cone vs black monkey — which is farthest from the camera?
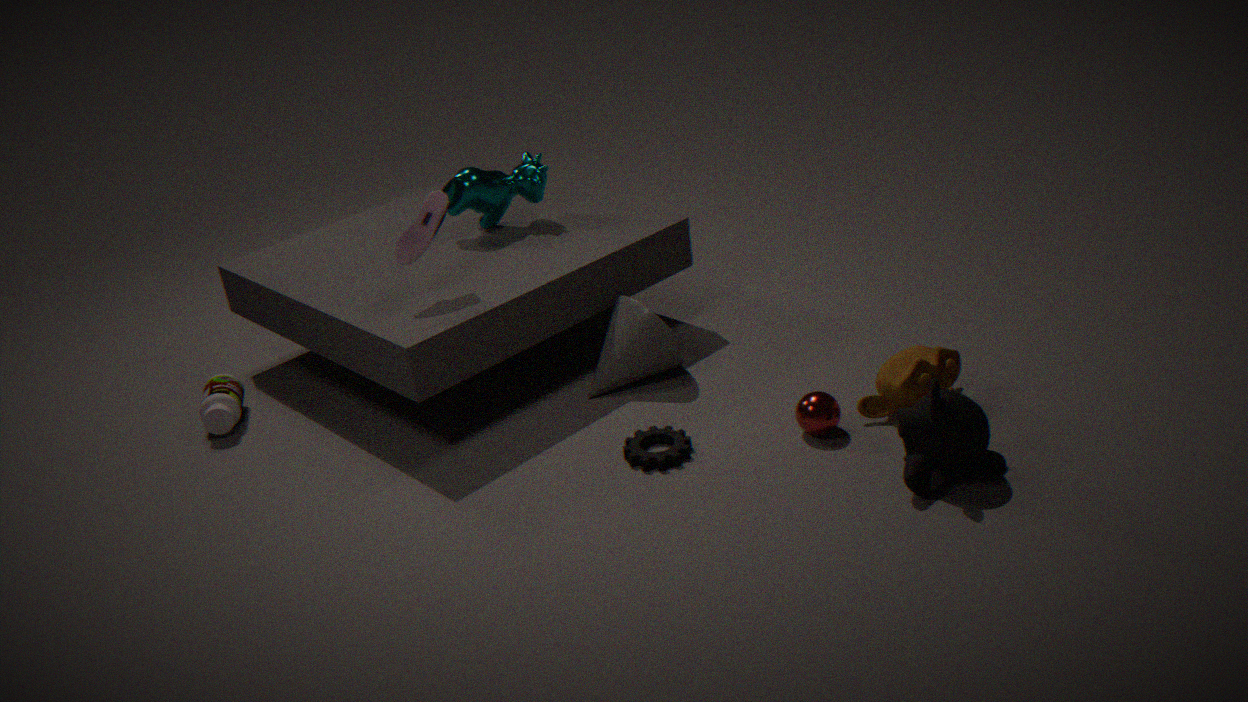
cone
